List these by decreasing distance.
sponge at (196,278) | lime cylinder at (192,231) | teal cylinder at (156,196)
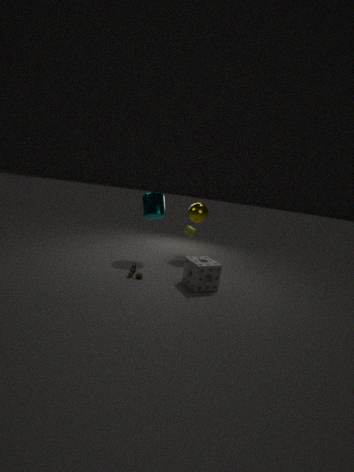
lime cylinder at (192,231) → teal cylinder at (156,196) → sponge at (196,278)
